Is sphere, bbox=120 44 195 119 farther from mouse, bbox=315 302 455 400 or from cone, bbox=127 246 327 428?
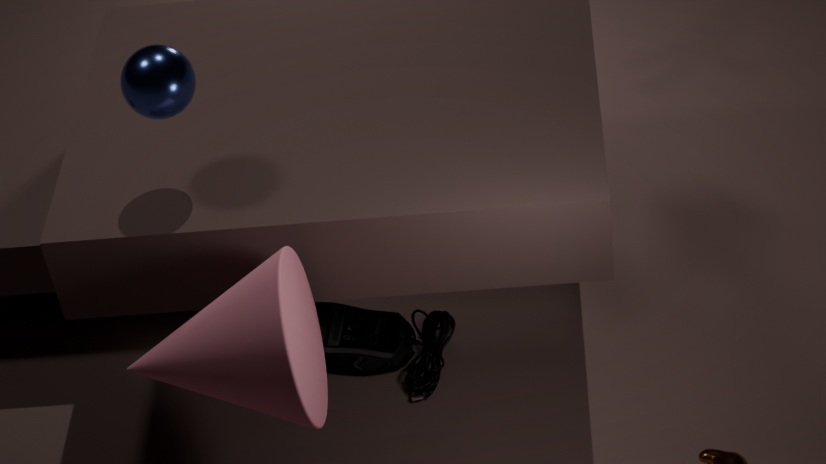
mouse, bbox=315 302 455 400
